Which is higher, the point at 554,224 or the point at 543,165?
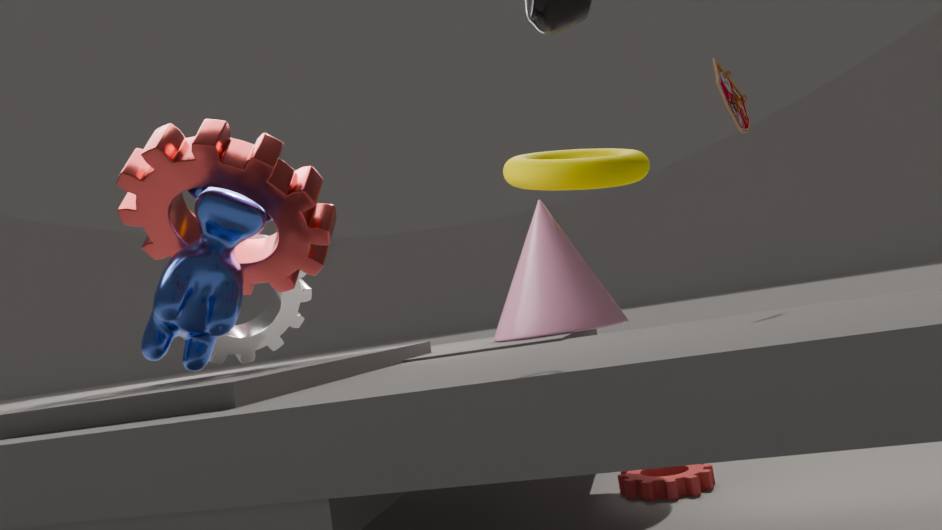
the point at 543,165
